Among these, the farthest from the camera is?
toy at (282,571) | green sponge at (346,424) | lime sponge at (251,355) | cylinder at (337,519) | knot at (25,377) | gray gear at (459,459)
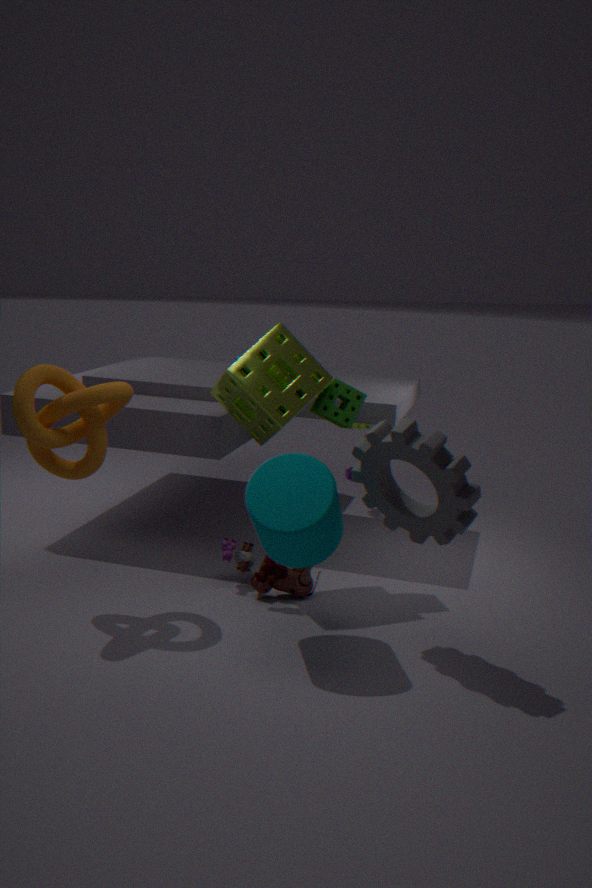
green sponge at (346,424)
